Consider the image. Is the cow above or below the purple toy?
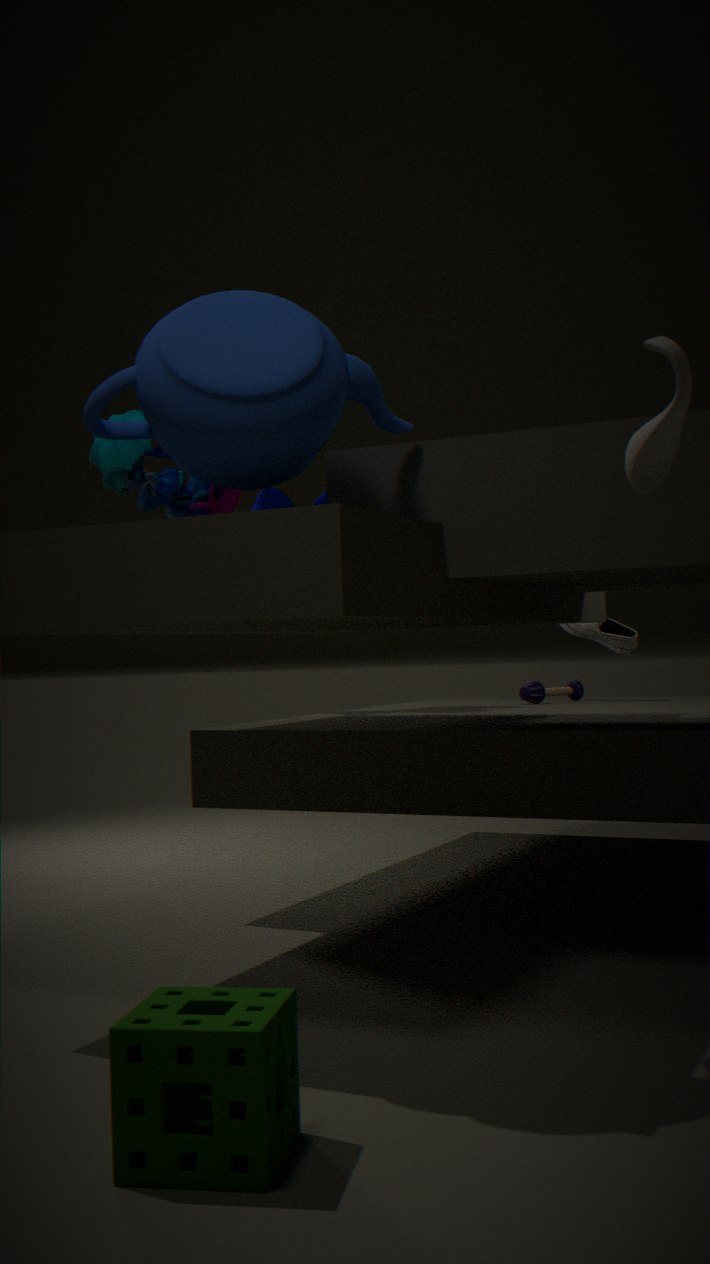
above
